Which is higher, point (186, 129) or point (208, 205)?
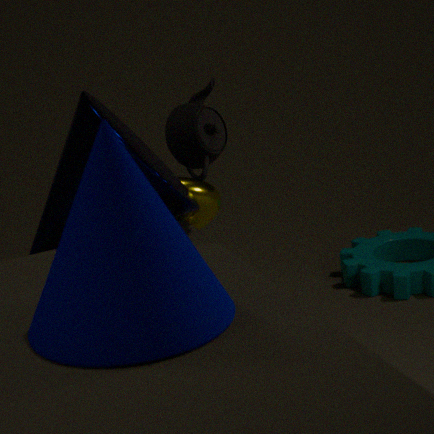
point (186, 129)
